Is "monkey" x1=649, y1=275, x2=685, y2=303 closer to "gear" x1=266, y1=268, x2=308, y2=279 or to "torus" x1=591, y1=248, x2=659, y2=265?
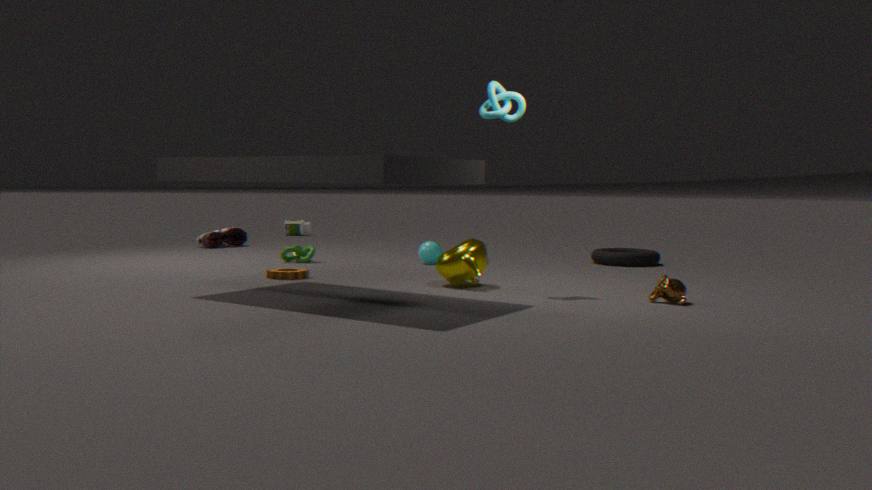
"torus" x1=591, y1=248, x2=659, y2=265
